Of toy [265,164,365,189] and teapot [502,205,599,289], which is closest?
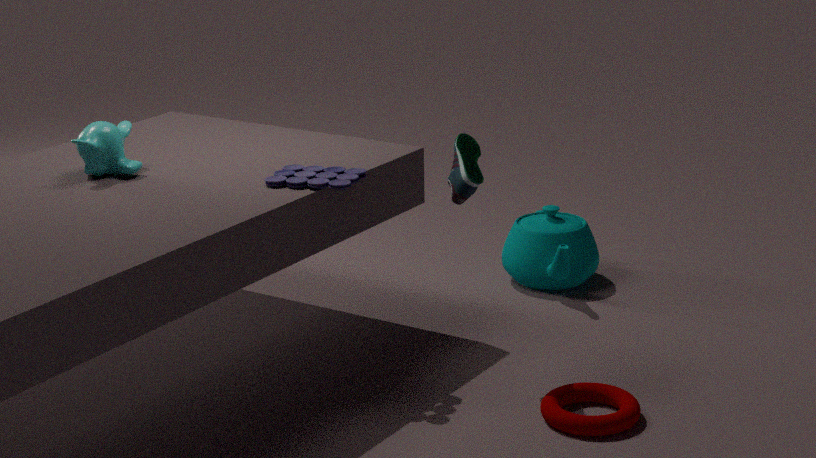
toy [265,164,365,189]
